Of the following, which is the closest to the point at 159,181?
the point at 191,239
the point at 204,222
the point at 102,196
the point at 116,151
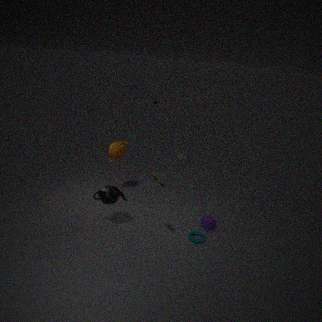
the point at 102,196
